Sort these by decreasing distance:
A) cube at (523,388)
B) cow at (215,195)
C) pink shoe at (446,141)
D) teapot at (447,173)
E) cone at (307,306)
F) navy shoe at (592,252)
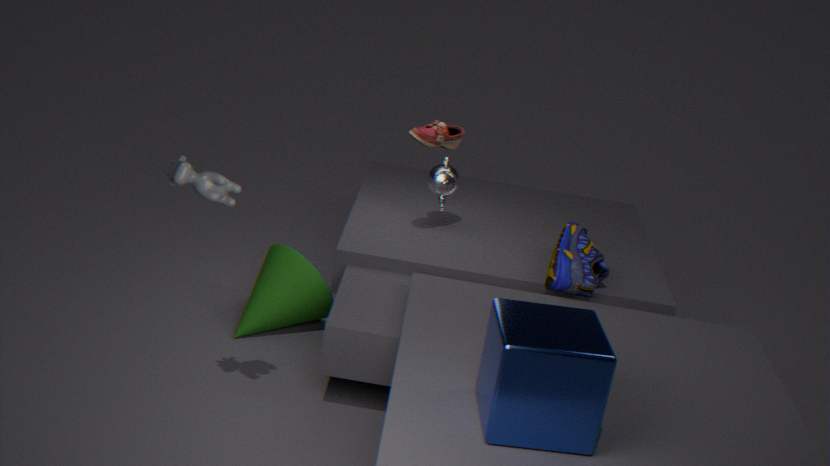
1. teapot at (447,173)
2. cone at (307,306)
3. pink shoe at (446,141)
4. navy shoe at (592,252)
5. cow at (215,195)
6. cube at (523,388)
